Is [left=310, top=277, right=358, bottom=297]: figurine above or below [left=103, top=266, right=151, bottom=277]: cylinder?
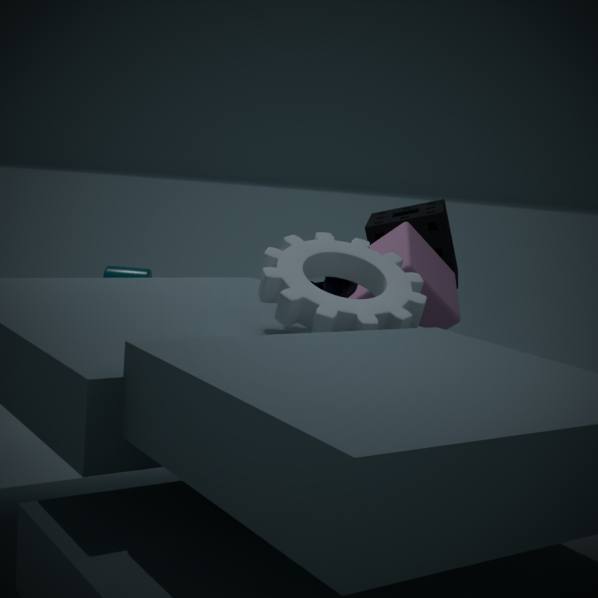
above
